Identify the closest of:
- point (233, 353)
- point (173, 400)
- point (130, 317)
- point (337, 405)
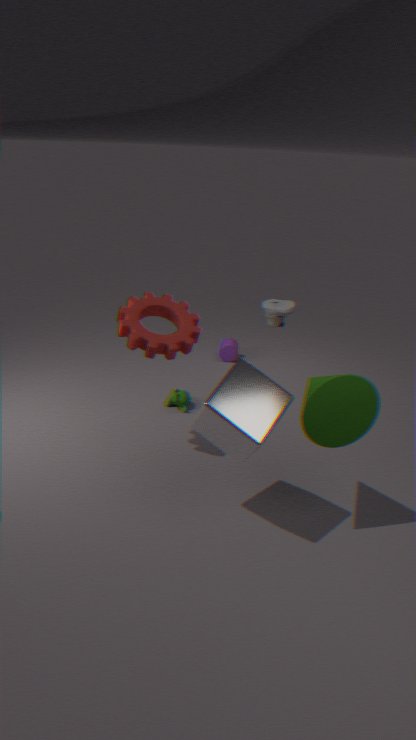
point (337, 405)
